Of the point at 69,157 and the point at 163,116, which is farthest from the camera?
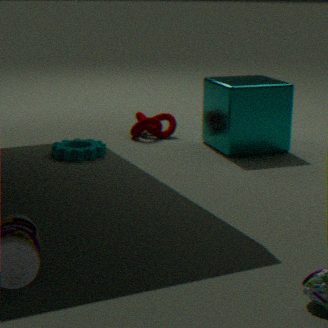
the point at 163,116
